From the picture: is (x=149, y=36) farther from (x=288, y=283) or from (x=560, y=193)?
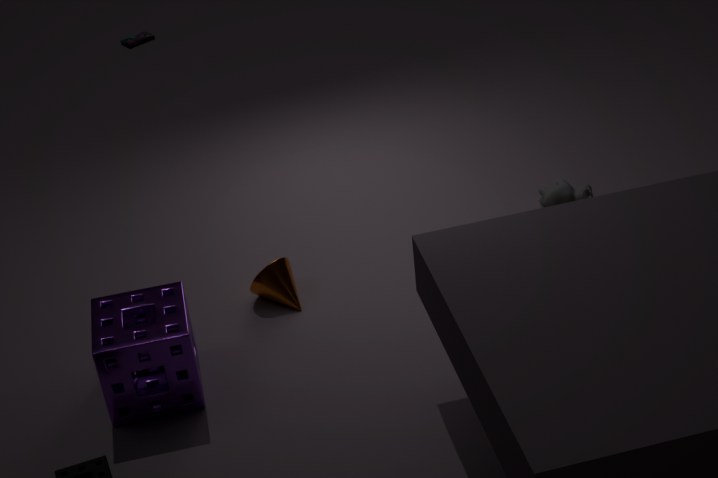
(x=560, y=193)
